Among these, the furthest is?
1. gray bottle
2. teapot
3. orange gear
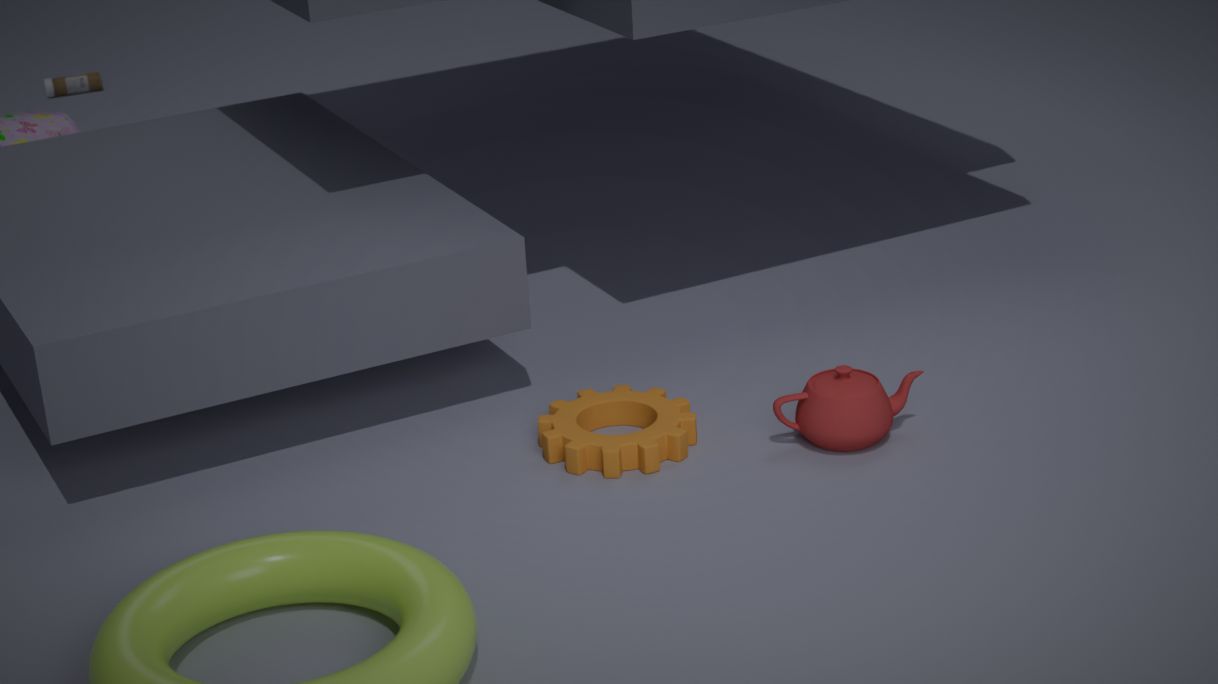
gray bottle
